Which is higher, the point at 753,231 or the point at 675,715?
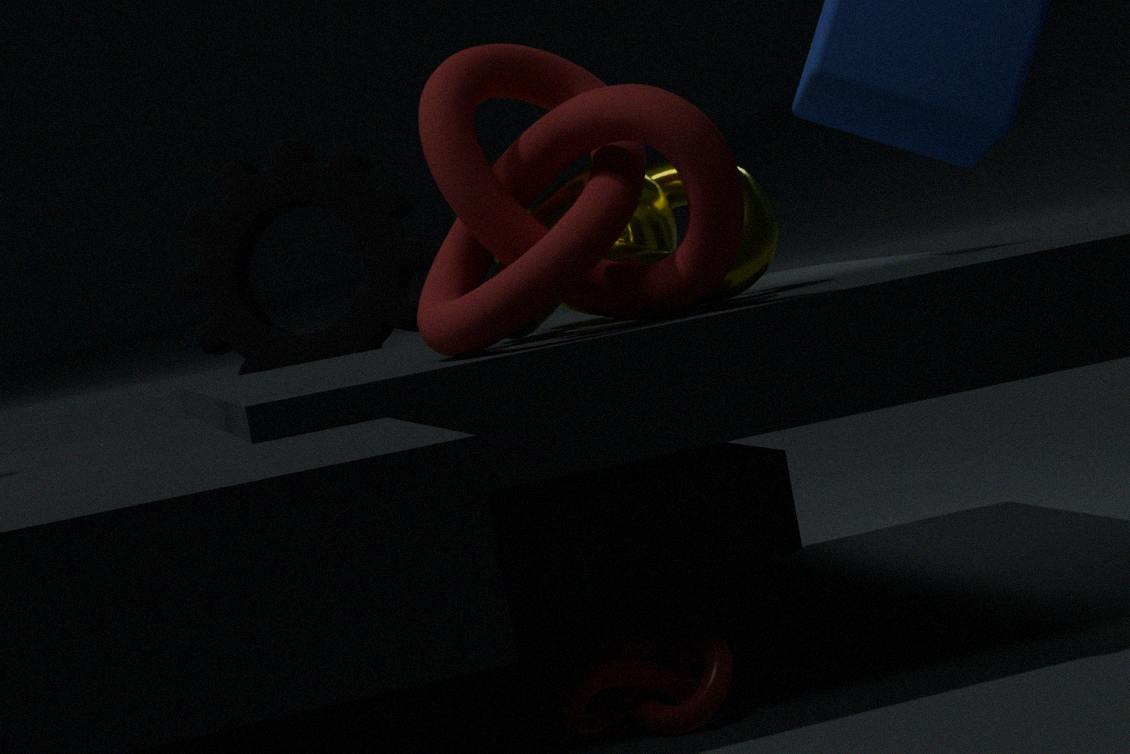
the point at 753,231
